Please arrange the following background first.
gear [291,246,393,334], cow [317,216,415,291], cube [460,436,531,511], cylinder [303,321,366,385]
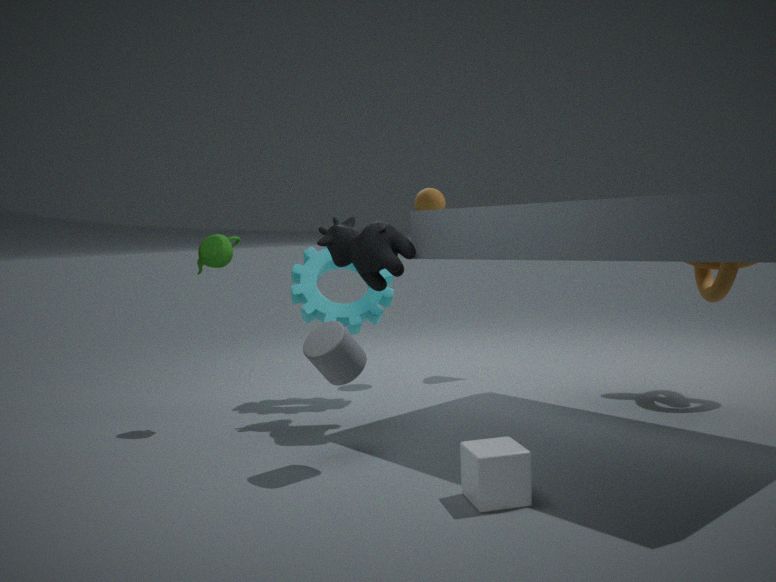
gear [291,246,393,334] → cow [317,216,415,291] → cylinder [303,321,366,385] → cube [460,436,531,511]
